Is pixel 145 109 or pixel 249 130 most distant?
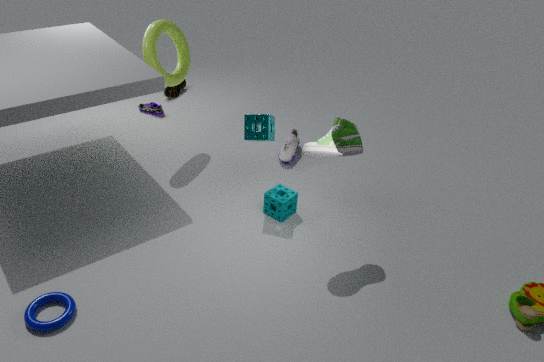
pixel 145 109
